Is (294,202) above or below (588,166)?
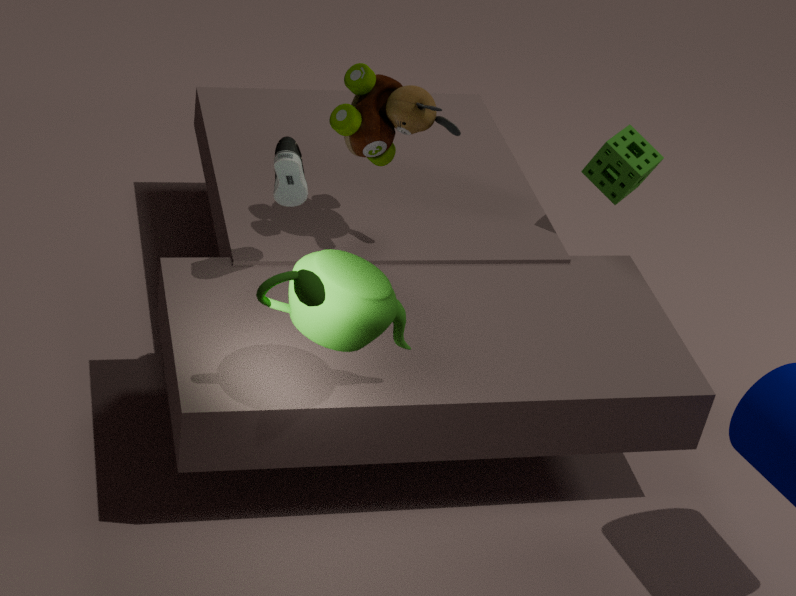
above
